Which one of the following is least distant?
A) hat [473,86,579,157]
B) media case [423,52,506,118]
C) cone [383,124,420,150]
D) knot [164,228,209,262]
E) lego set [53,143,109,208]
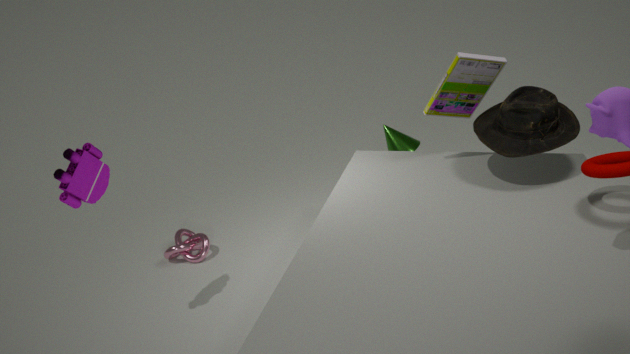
lego set [53,143,109,208]
